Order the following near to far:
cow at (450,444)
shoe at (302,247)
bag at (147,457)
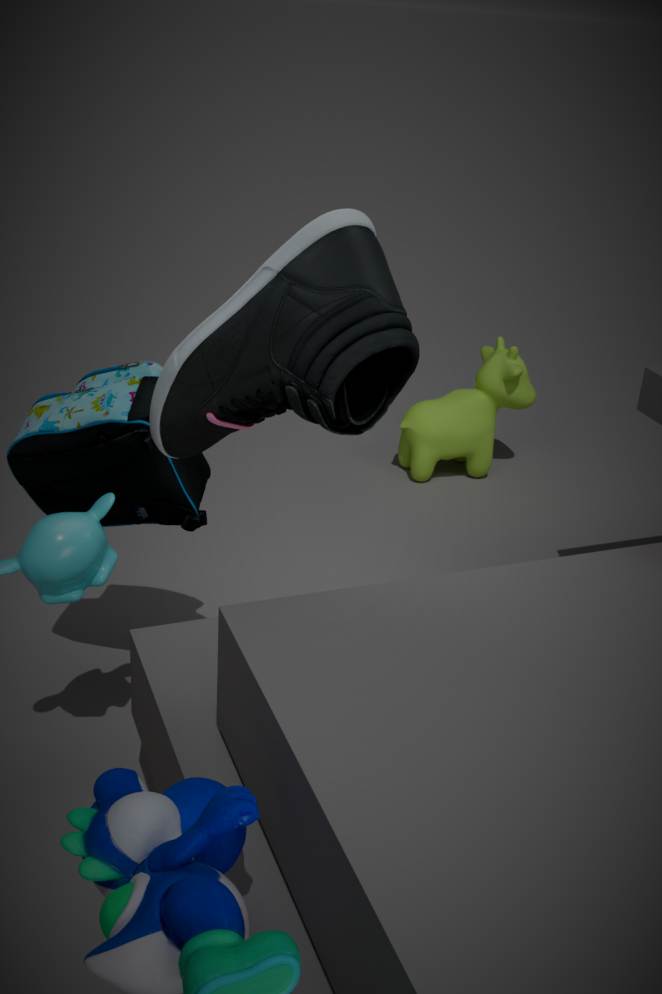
shoe at (302,247), bag at (147,457), cow at (450,444)
